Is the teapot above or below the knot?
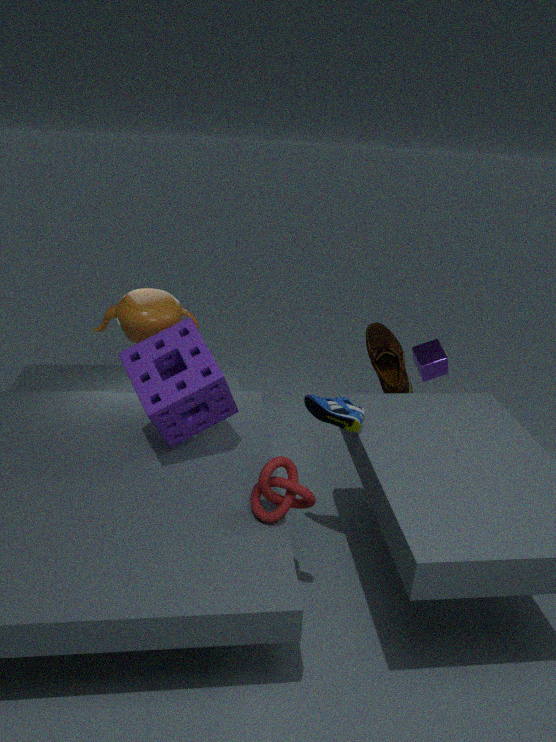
above
